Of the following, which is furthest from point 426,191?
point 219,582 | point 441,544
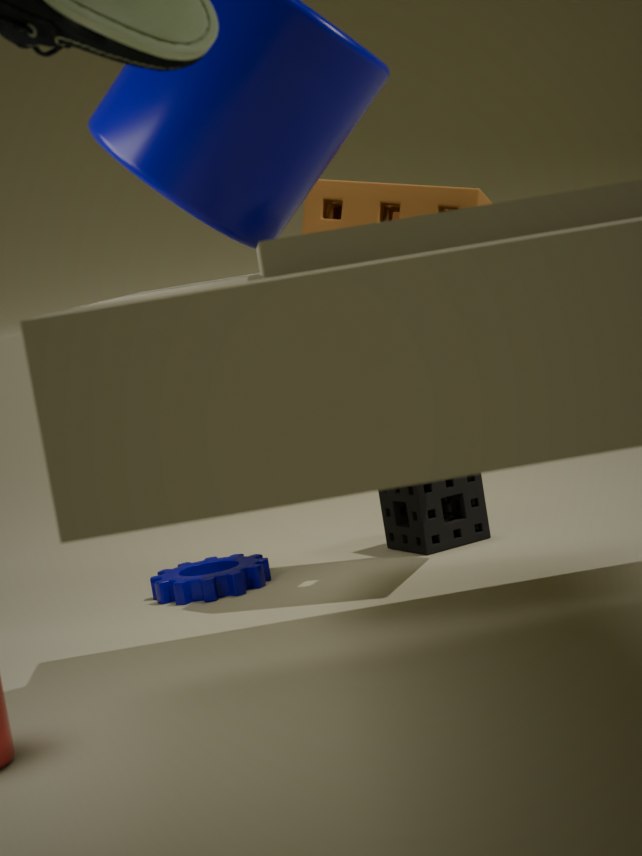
point 219,582
